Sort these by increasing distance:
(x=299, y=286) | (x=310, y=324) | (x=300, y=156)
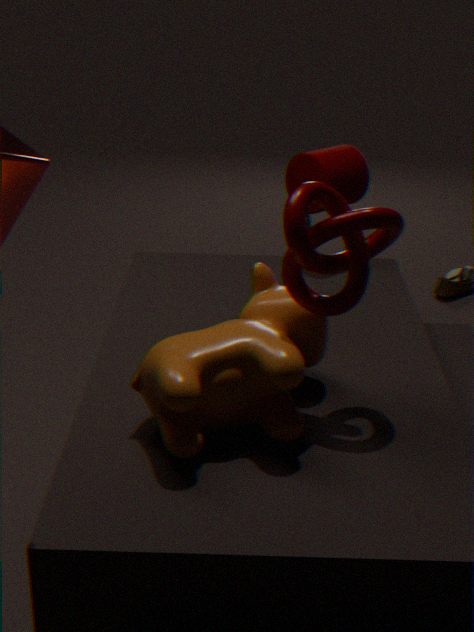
1. (x=299, y=286)
2. (x=310, y=324)
3. (x=300, y=156)
